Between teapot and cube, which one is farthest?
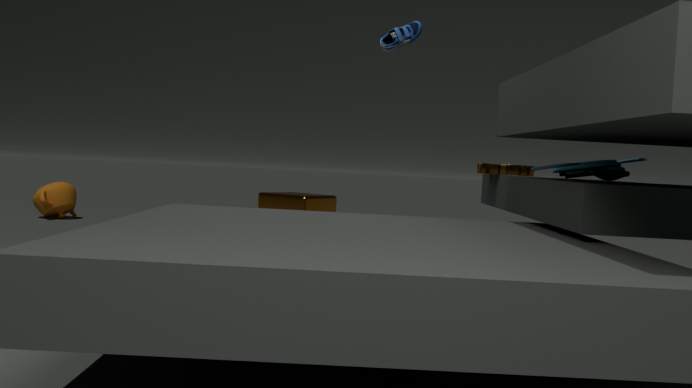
teapot
